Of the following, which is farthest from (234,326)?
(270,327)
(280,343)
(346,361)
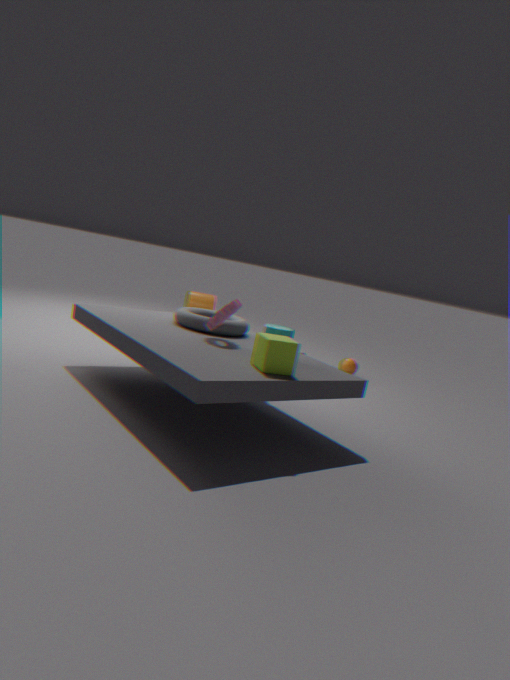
(346,361)
